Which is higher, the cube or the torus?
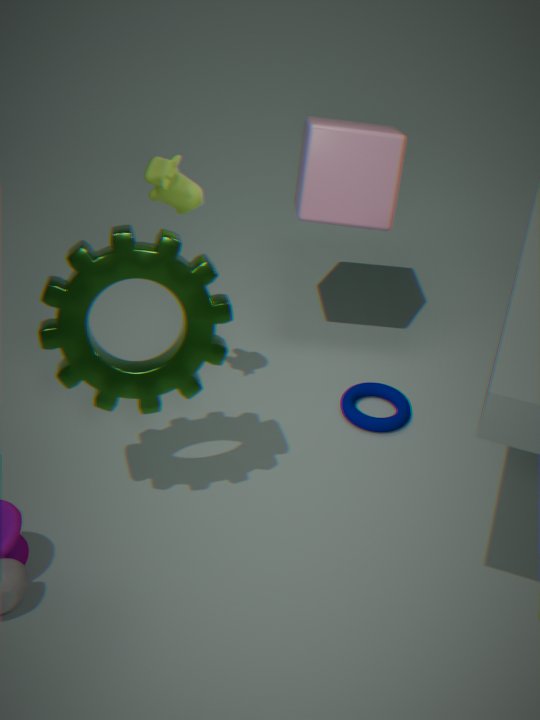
the cube
